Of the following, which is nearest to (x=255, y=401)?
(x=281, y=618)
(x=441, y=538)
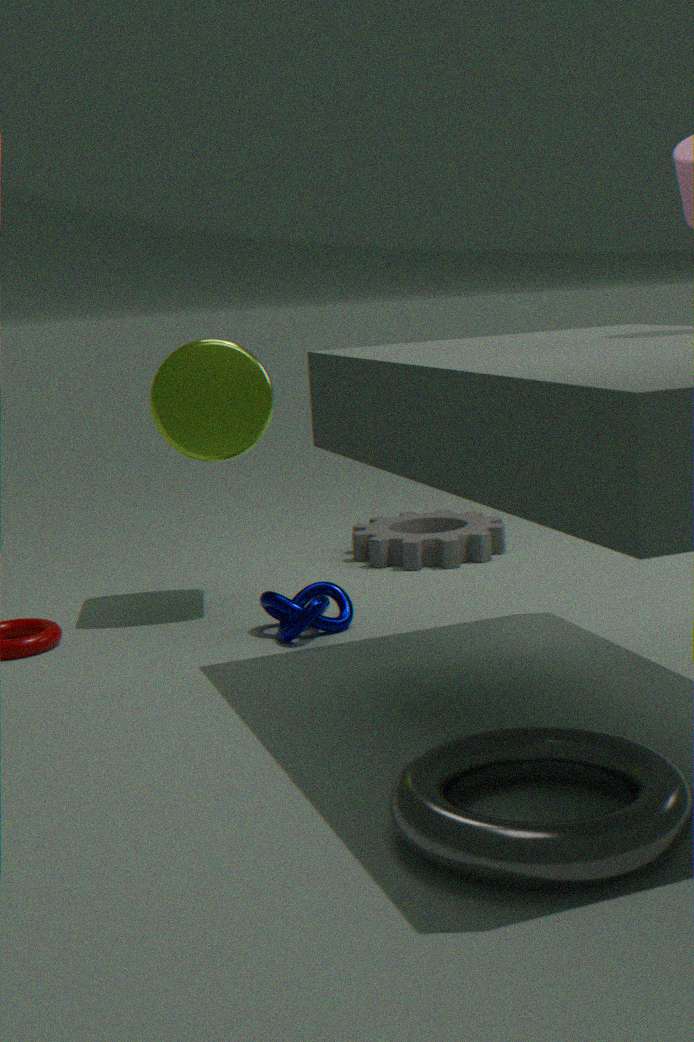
(x=281, y=618)
